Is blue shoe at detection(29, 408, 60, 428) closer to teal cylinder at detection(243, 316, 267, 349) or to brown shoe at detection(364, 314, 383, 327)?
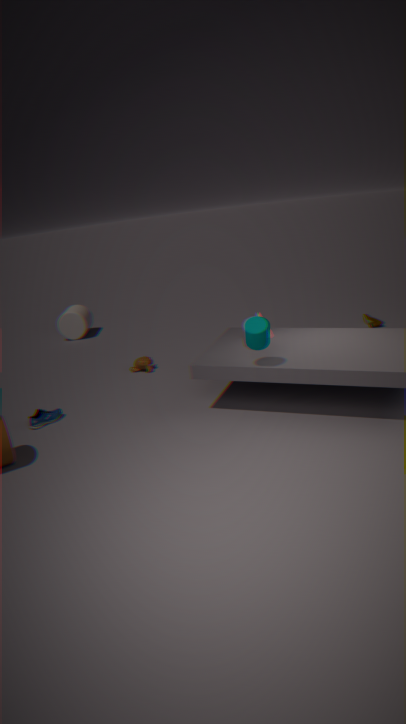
teal cylinder at detection(243, 316, 267, 349)
